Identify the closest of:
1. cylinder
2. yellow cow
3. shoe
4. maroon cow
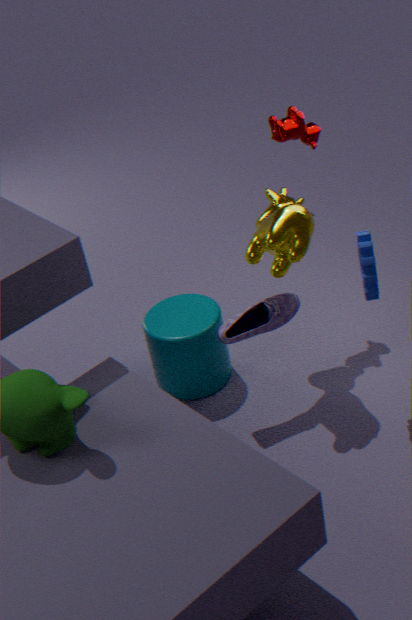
yellow cow
